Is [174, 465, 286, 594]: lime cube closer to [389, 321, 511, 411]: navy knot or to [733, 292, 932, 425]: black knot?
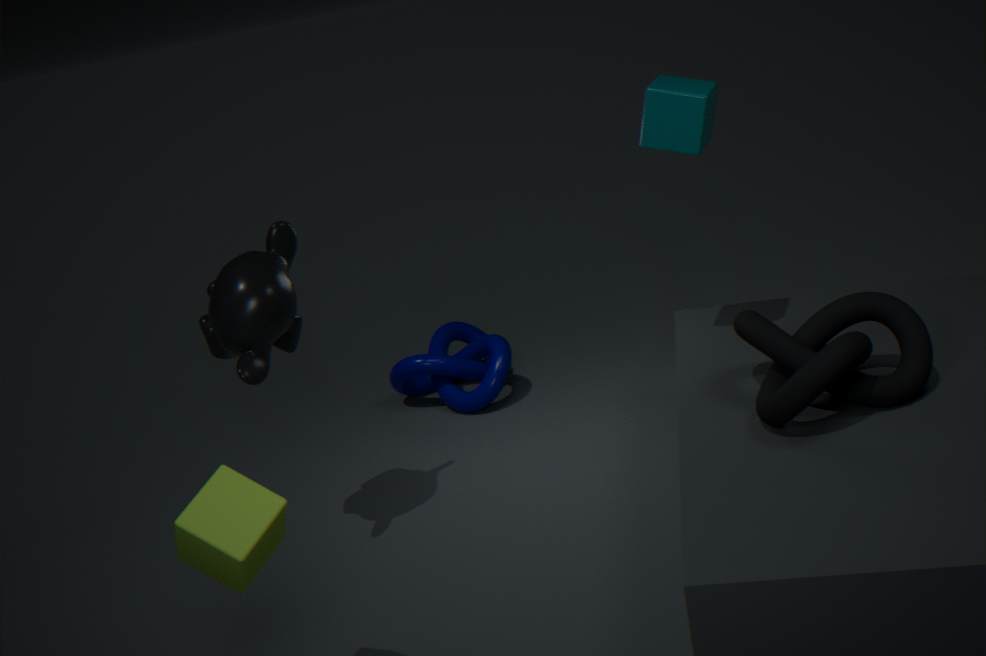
[733, 292, 932, 425]: black knot
